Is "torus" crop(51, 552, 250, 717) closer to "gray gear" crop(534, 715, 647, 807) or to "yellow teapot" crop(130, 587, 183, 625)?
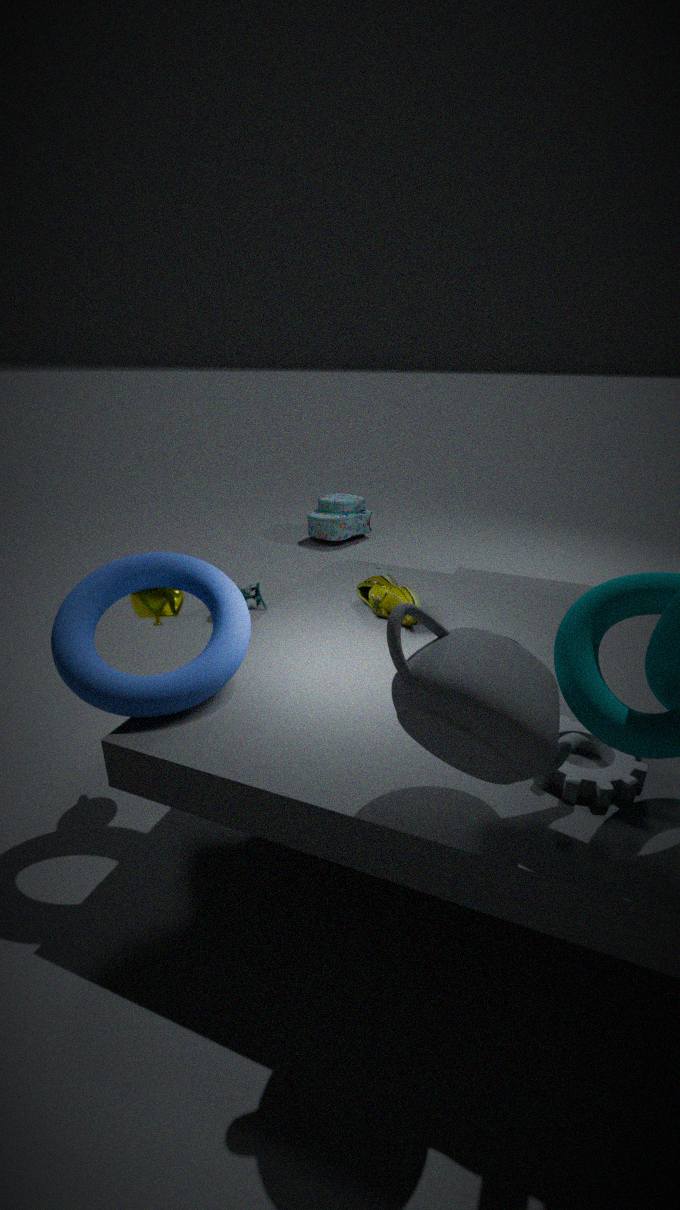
"yellow teapot" crop(130, 587, 183, 625)
